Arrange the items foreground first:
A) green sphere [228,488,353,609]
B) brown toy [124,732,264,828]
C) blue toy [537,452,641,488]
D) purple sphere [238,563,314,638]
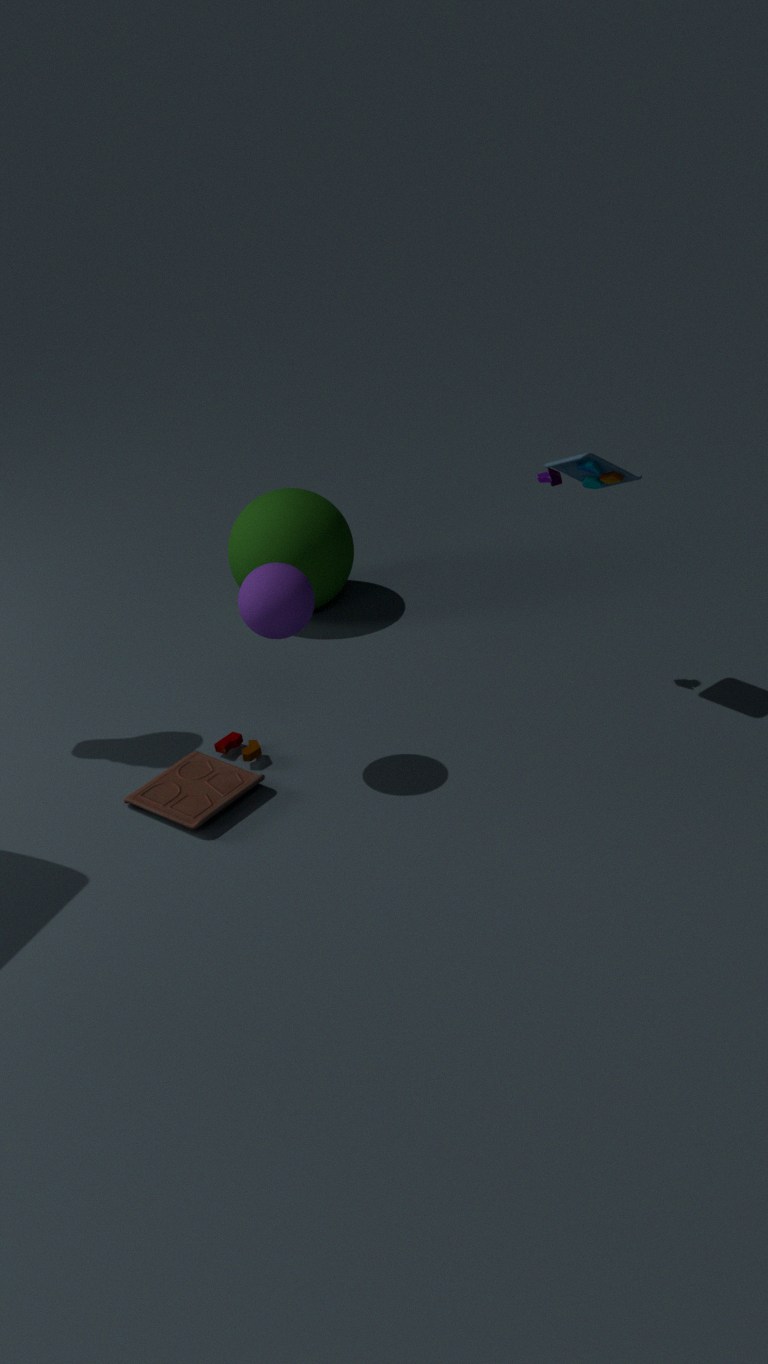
purple sphere [238,563,314,638], brown toy [124,732,264,828], blue toy [537,452,641,488], green sphere [228,488,353,609]
